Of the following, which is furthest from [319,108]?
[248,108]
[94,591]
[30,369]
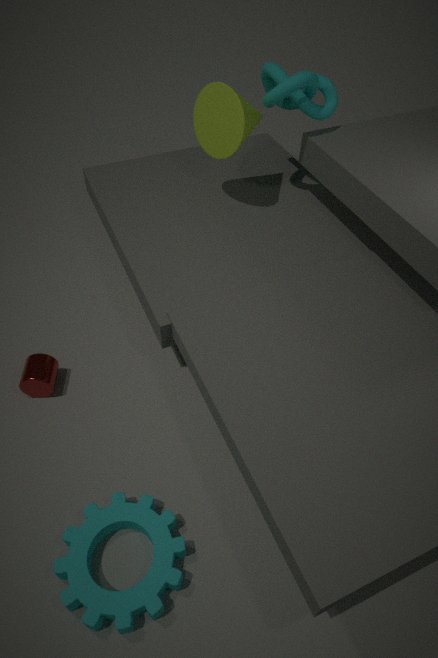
[94,591]
